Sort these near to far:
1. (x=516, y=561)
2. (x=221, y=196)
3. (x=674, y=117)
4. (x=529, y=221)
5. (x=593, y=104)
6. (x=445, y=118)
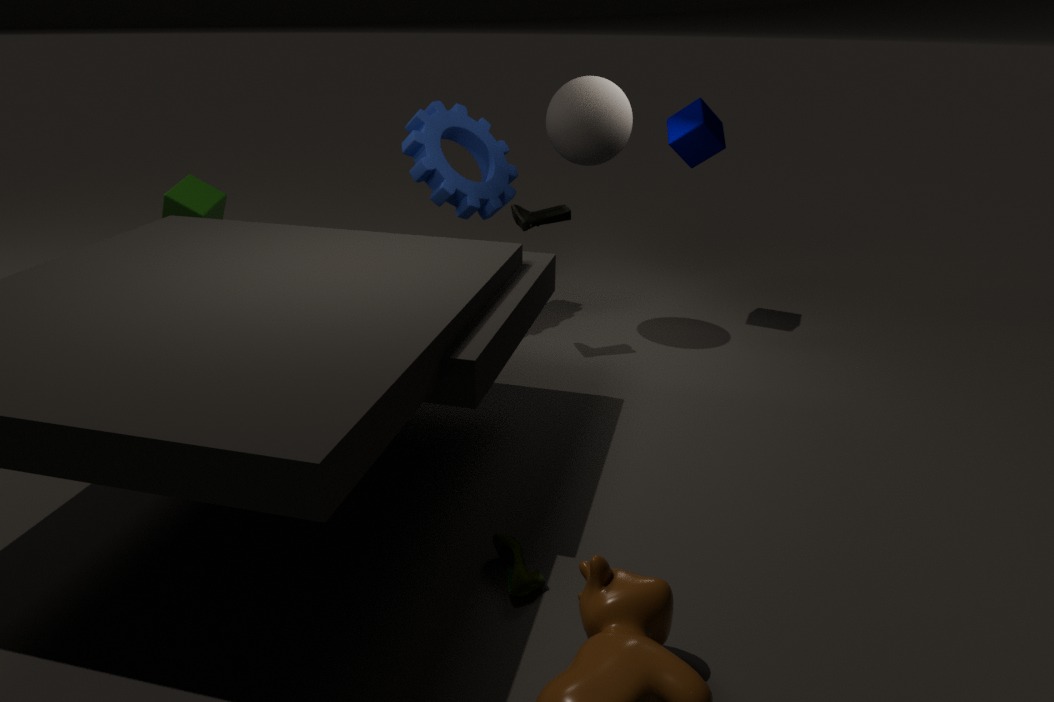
(x=516, y=561) → (x=593, y=104) → (x=529, y=221) → (x=221, y=196) → (x=445, y=118) → (x=674, y=117)
